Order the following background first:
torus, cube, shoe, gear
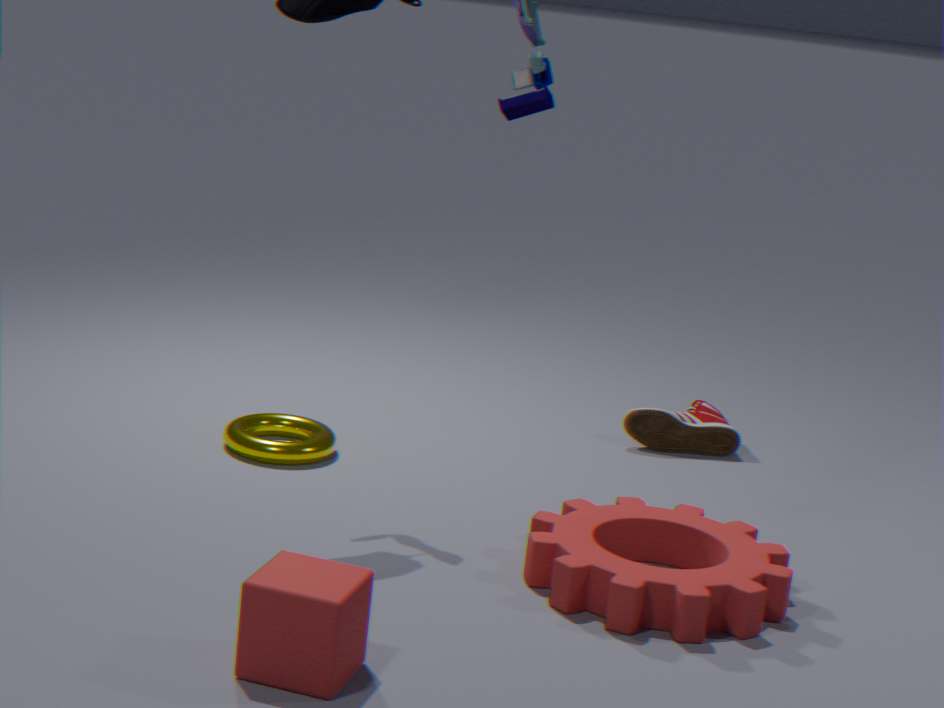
1. shoe
2. torus
3. gear
4. cube
